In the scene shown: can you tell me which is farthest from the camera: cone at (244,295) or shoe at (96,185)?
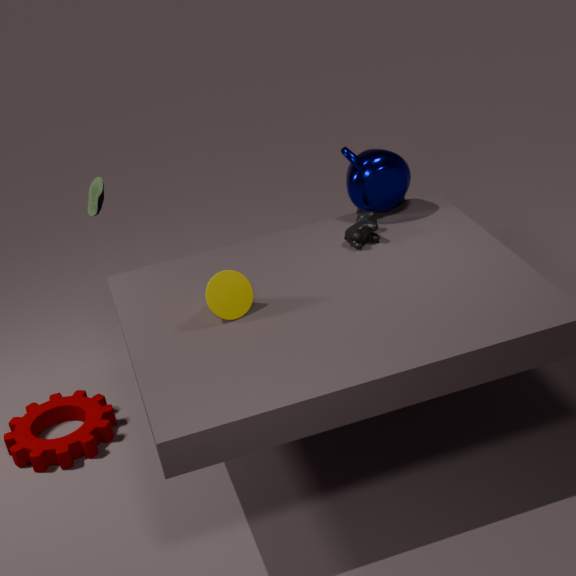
shoe at (96,185)
